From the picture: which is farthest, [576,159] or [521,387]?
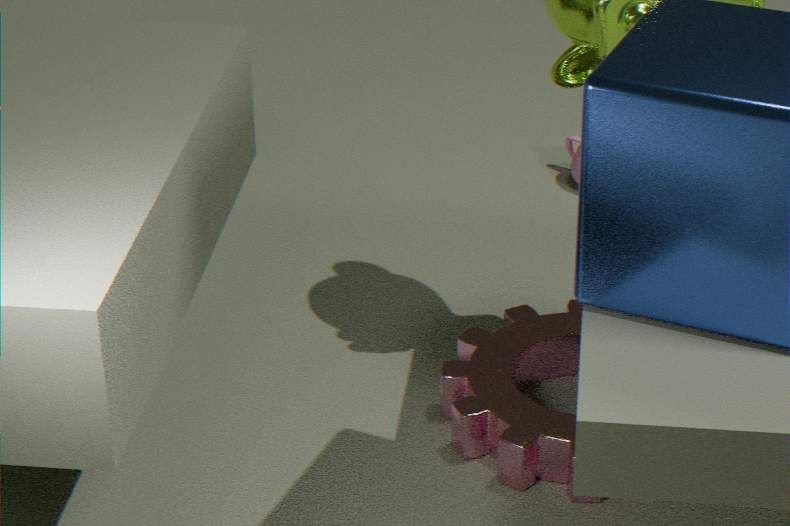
[576,159]
